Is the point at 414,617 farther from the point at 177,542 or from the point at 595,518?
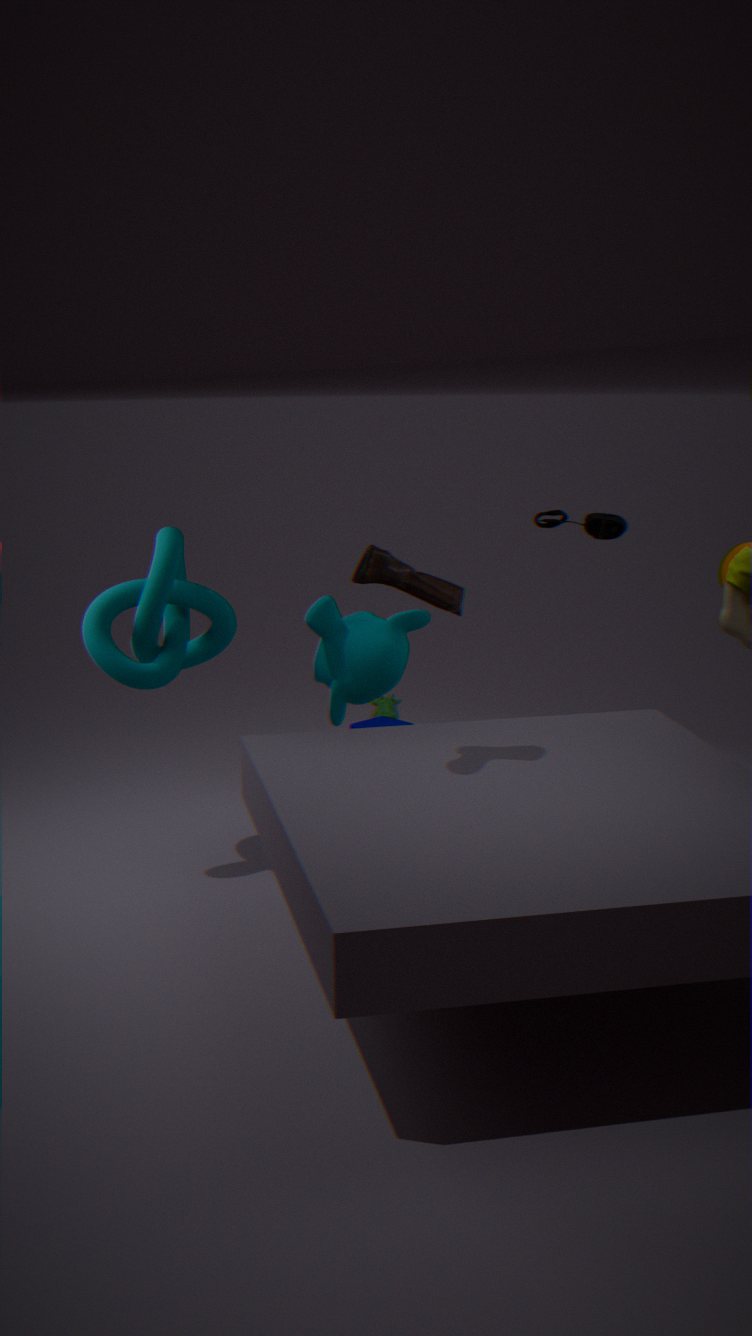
the point at 595,518
